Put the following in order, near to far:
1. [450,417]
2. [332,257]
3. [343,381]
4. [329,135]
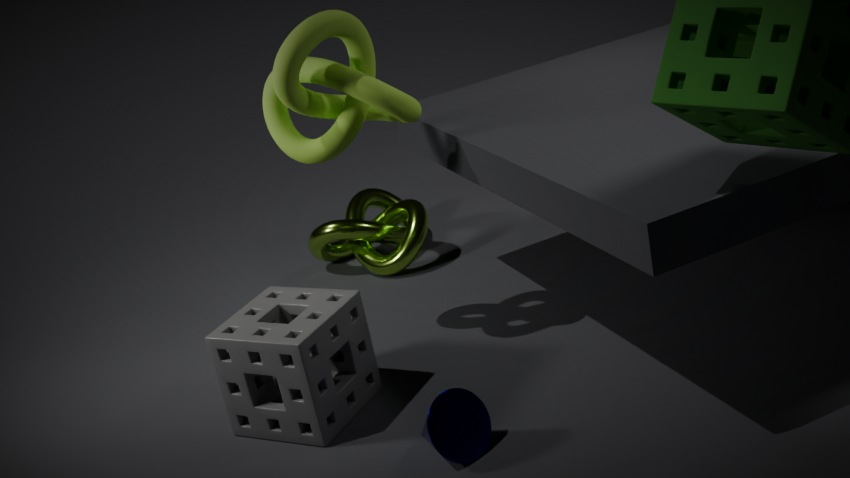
1. [450,417]
2. [343,381]
3. [329,135]
4. [332,257]
